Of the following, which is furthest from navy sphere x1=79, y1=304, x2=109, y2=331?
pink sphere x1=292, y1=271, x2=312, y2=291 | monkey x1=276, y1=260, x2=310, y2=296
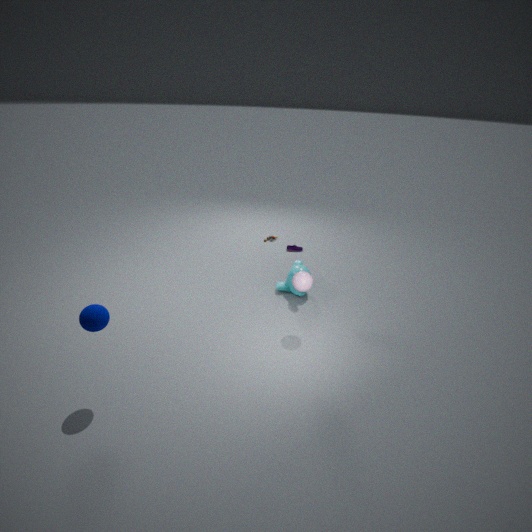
monkey x1=276, y1=260, x2=310, y2=296
